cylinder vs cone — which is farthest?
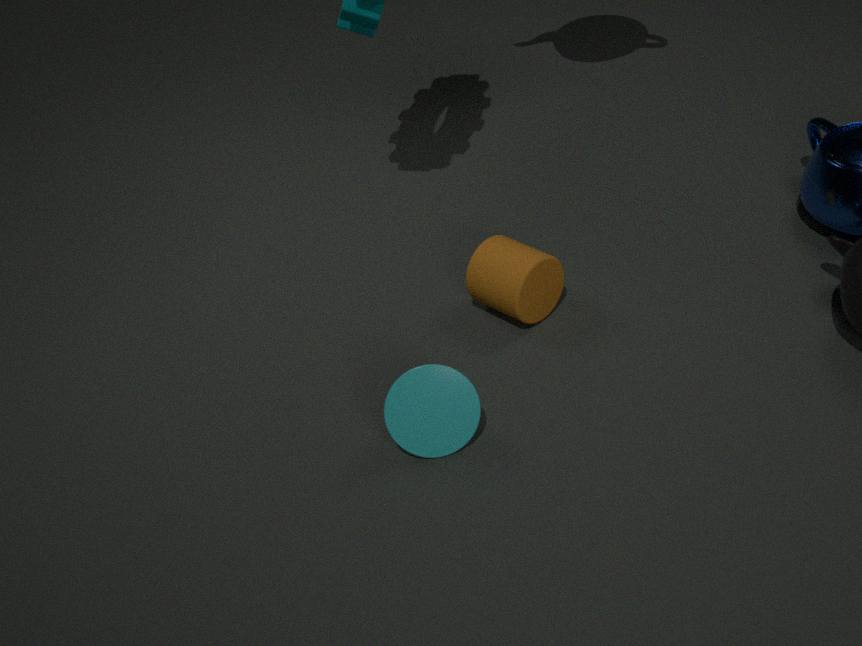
cylinder
